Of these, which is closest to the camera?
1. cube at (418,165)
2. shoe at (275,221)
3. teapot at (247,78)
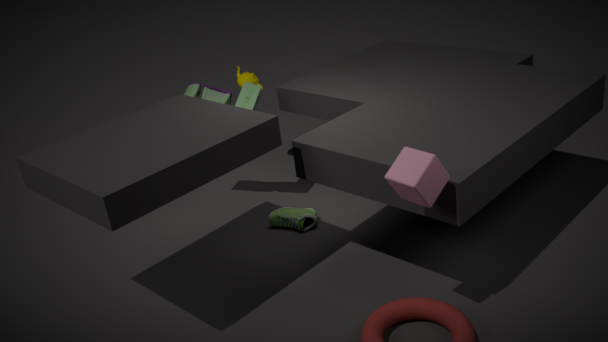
cube at (418,165)
